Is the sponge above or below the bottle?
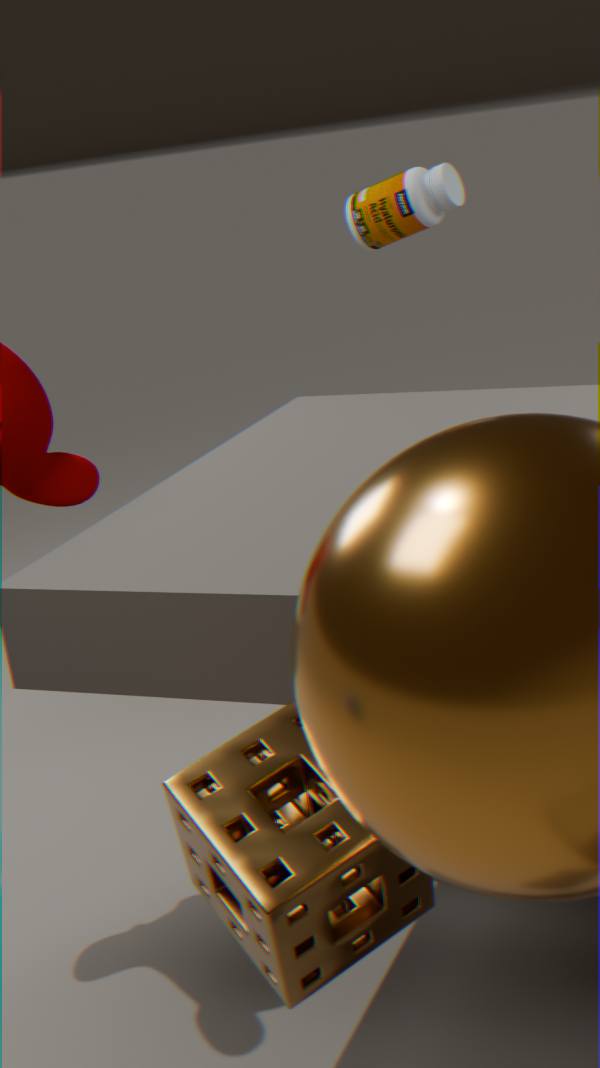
below
